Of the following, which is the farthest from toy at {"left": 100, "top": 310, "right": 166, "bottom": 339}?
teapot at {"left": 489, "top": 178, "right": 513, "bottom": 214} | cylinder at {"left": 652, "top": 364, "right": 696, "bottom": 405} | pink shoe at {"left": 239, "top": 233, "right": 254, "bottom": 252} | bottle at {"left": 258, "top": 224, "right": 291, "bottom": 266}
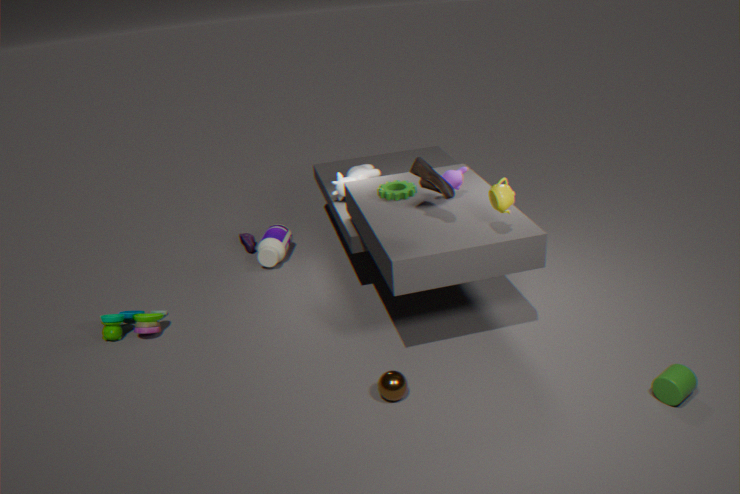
cylinder at {"left": 652, "top": 364, "right": 696, "bottom": 405}
